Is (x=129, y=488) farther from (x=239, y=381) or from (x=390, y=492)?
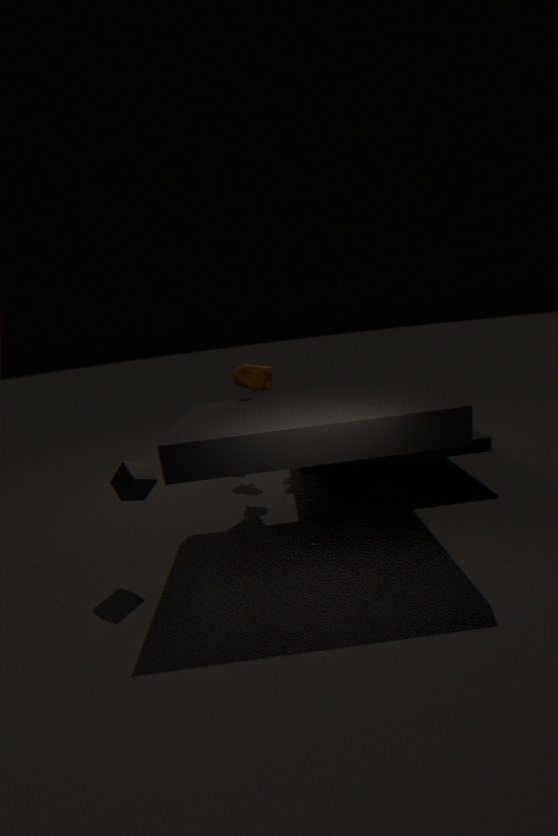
(x=390, y=492)
